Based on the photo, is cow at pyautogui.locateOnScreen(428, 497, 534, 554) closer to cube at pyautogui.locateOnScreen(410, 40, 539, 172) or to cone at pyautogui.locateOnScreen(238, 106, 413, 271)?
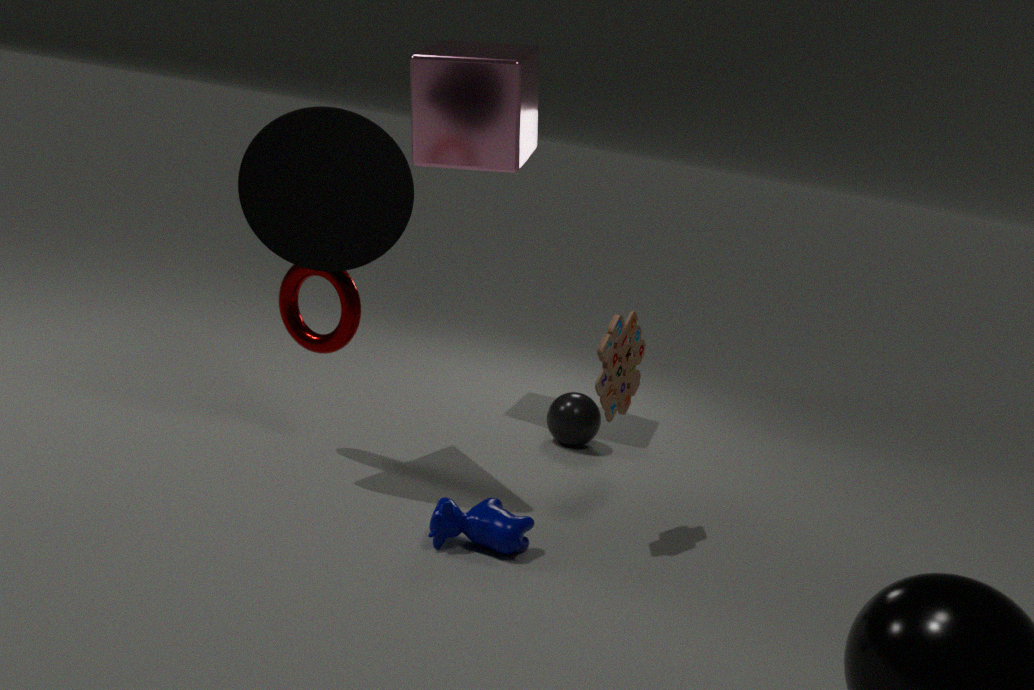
cone at pyautogui.locateOnScreen(238, 106, 413, 271)
